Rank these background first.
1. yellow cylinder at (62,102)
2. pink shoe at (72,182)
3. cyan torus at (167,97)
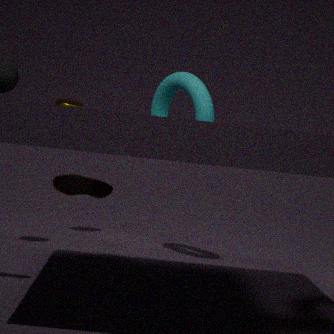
1. yellow cylinder at (62,102)
2. cyan torus at (167,97)
3. pink shoe at (72,182)
